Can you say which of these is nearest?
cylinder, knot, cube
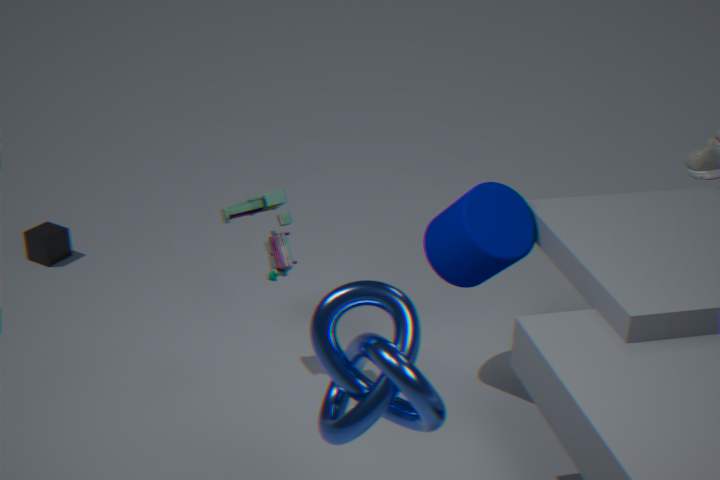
knot
